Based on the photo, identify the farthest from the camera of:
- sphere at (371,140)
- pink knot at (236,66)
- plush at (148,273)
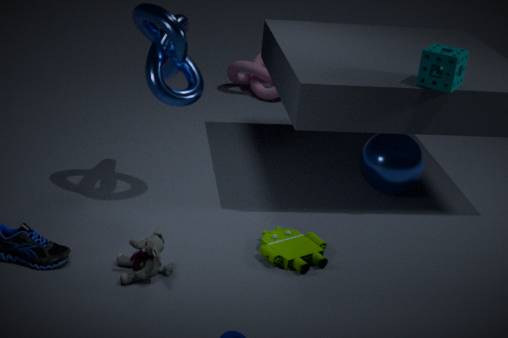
pink knot at (236,66)
